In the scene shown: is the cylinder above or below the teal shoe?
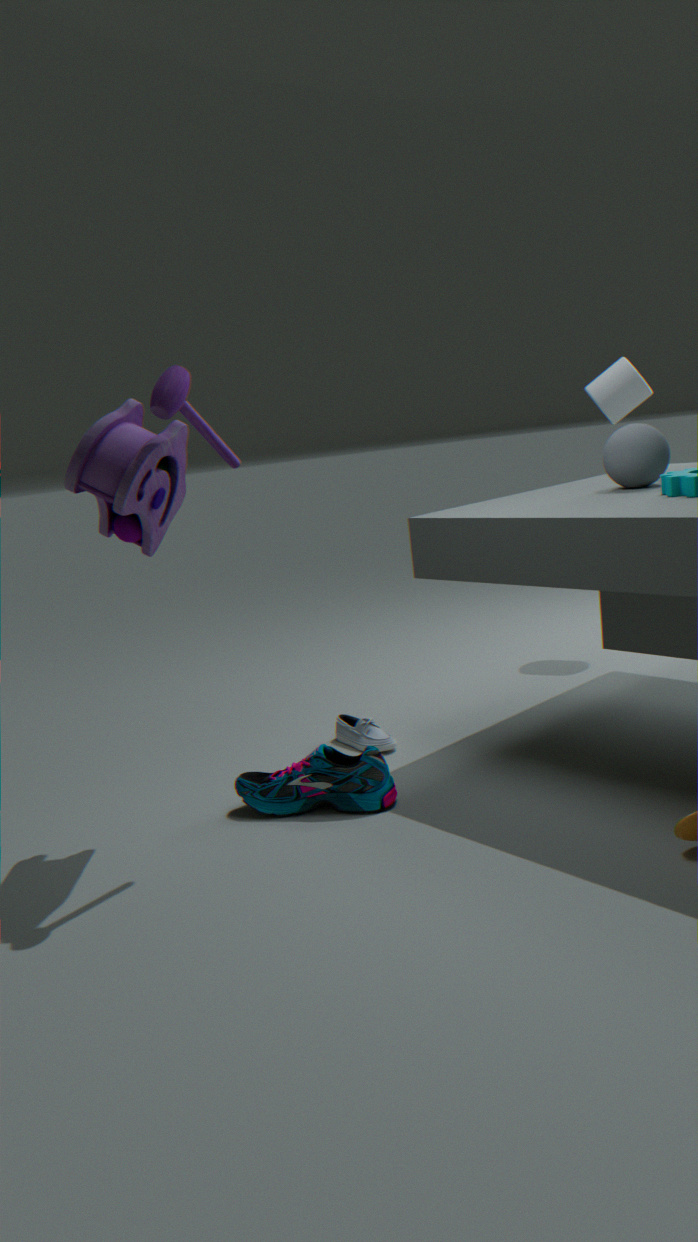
above
